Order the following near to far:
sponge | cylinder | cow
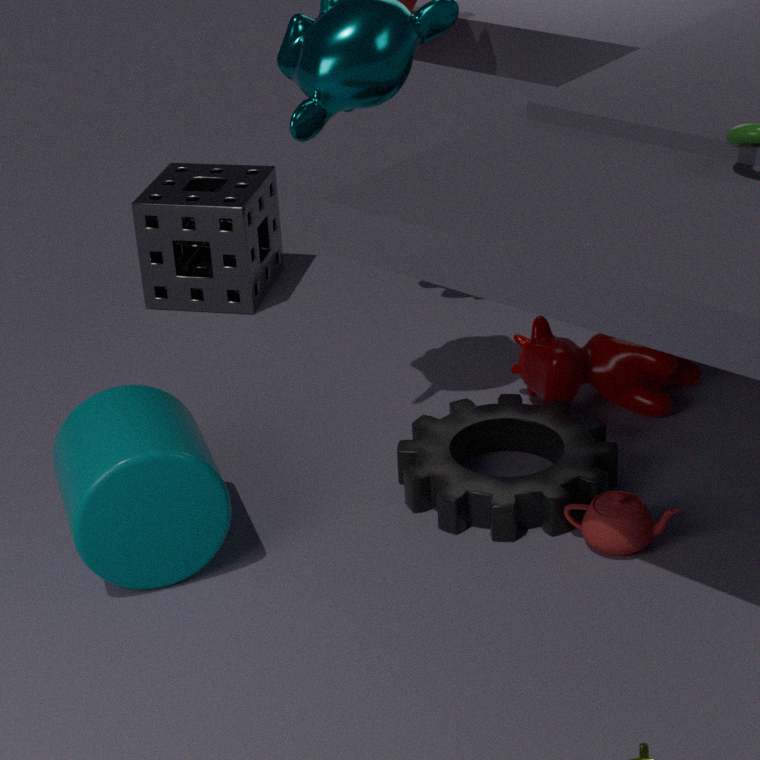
cylinder → cow → sponge
